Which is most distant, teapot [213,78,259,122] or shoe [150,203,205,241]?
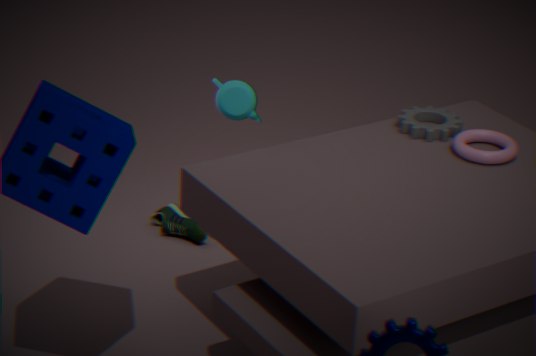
shoe [150,203,205,241]
